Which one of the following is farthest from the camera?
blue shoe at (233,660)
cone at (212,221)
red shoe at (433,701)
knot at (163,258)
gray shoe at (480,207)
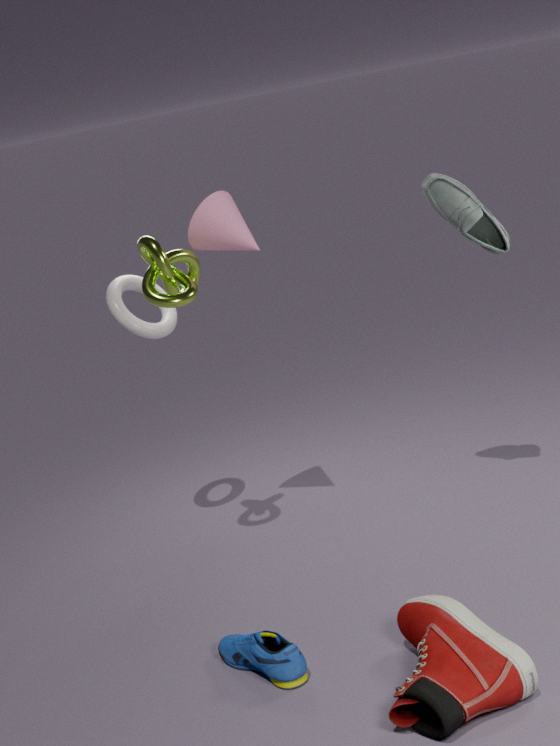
cone at (212,221)
